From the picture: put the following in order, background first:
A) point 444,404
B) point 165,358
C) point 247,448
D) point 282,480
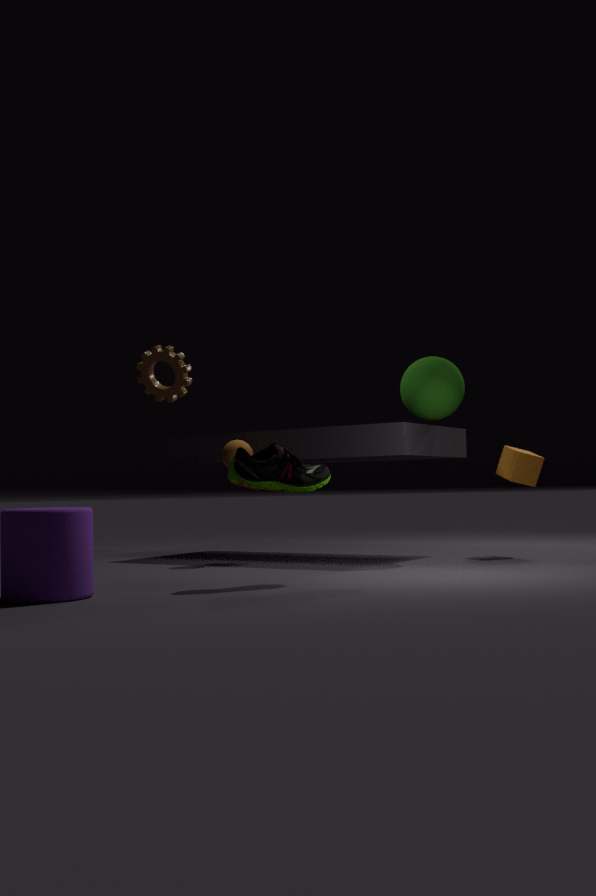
point 247,448 → point 444,404 → point 165,358 → point 282,480
